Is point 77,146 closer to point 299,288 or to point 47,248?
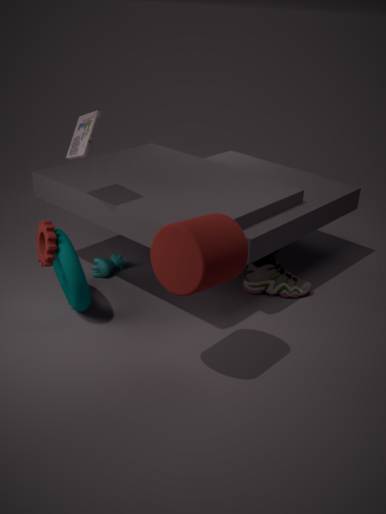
point 47,248
